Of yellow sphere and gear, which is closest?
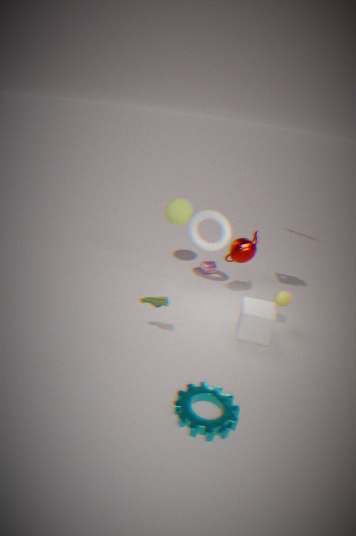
gear
